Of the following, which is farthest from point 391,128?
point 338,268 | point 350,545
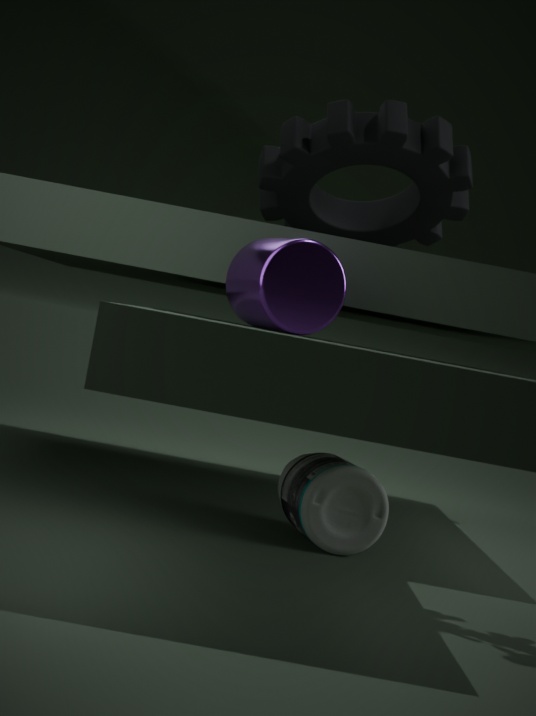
point 338,268
